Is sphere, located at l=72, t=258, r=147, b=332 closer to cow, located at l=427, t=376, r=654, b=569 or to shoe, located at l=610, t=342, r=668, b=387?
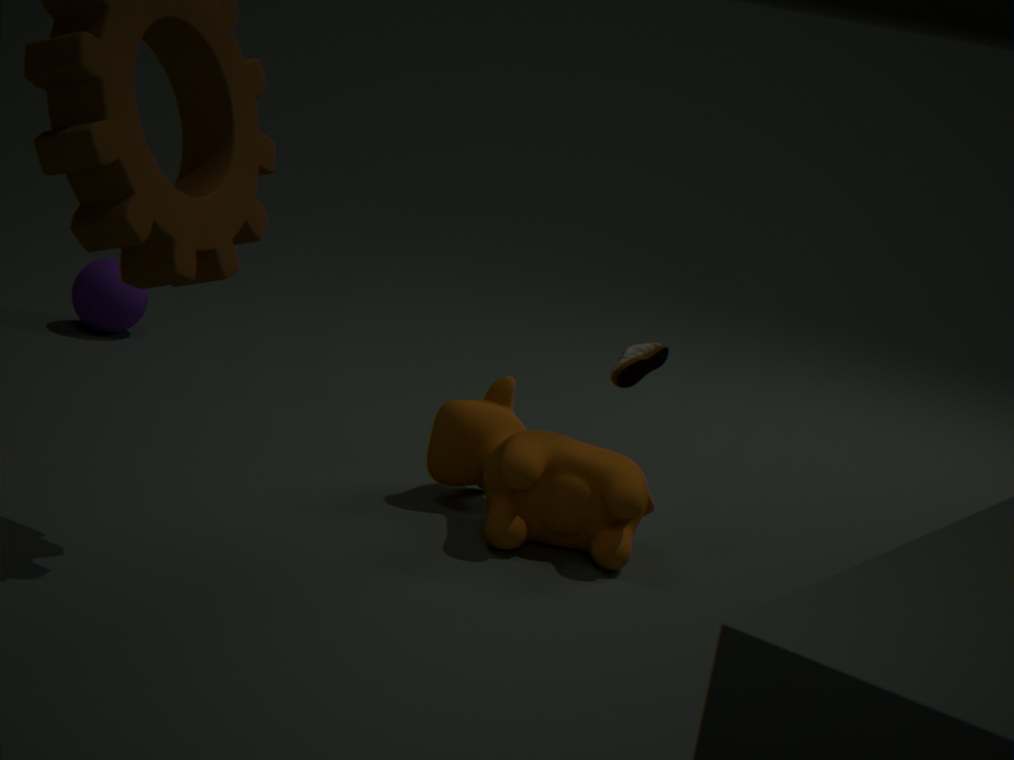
cow, located at l=427, t=376, r=654, b=569
